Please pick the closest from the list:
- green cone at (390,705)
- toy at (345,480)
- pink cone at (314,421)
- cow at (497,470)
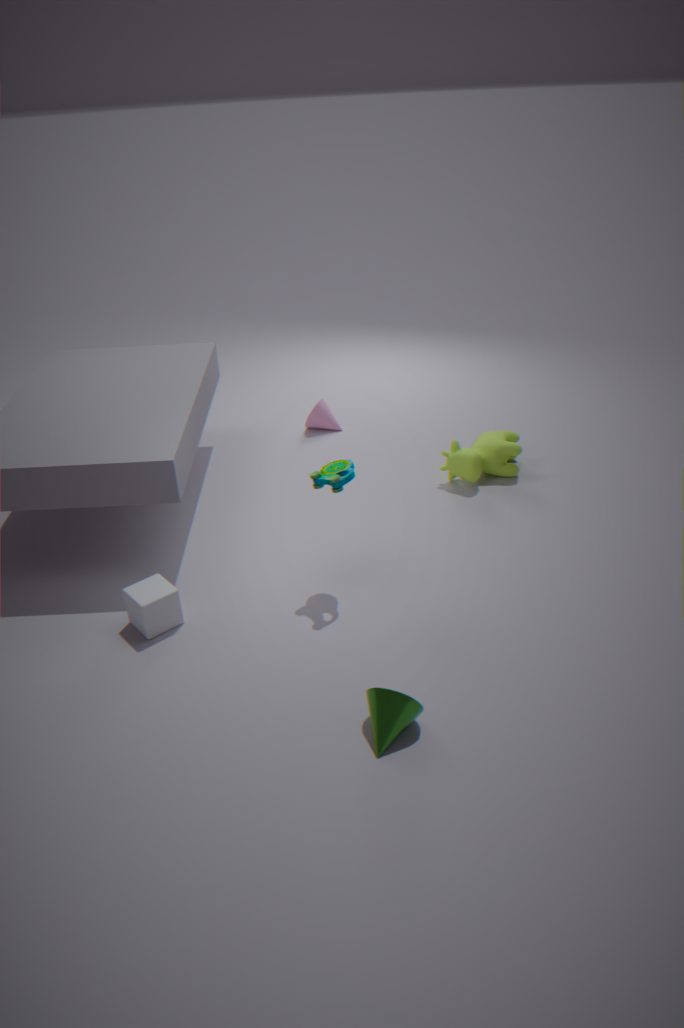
green cone at (390,705)
